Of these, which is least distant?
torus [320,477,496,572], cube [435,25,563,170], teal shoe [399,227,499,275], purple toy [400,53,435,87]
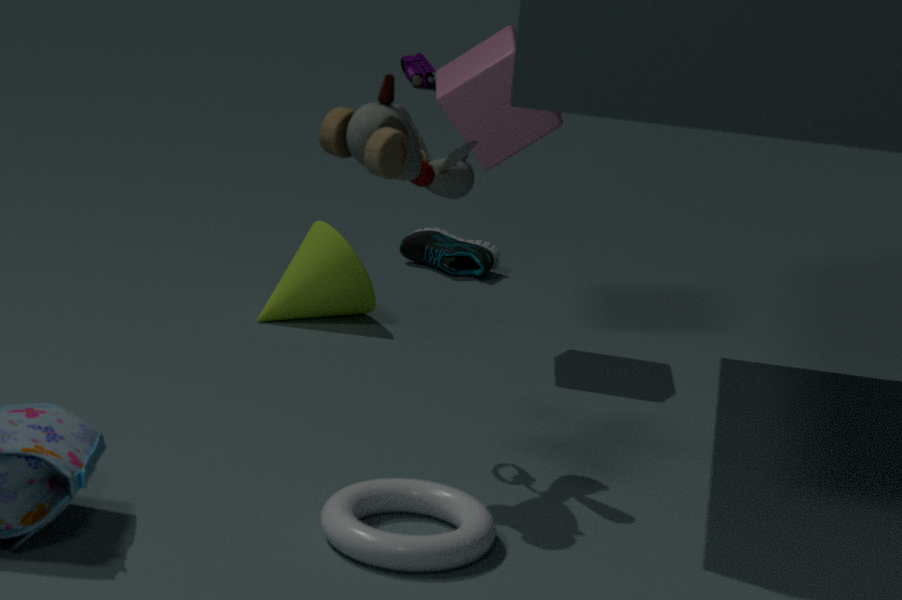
torus [320,477,496,572]
